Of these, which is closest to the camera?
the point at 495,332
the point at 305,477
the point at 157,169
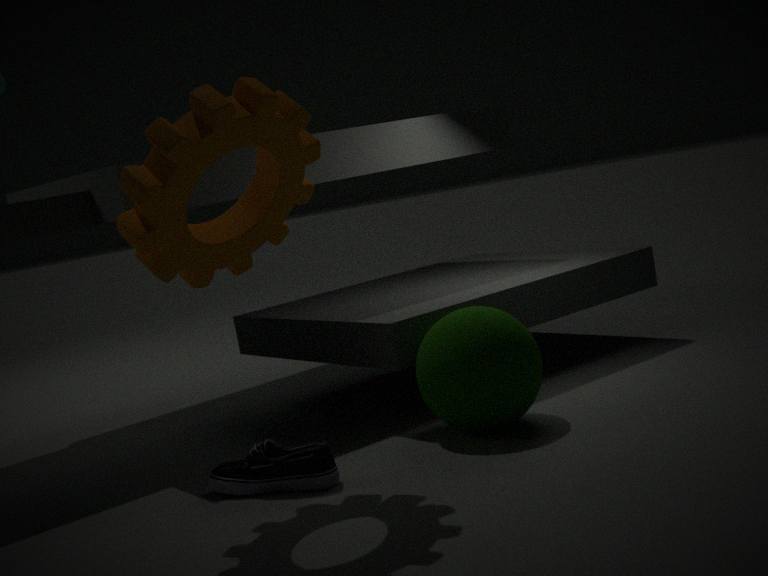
the point at 157,169
